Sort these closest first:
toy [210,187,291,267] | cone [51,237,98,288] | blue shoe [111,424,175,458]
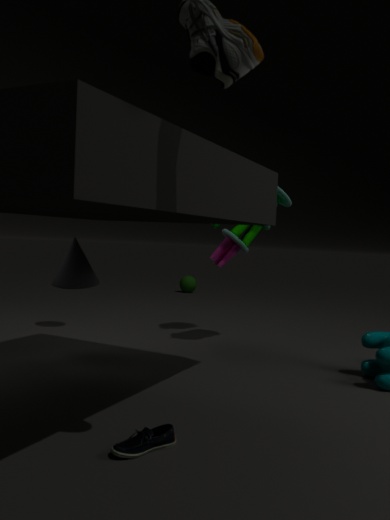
blue shoe [111,424,175,458], cone [51,237,98,288], toy [210,187,291,267]
